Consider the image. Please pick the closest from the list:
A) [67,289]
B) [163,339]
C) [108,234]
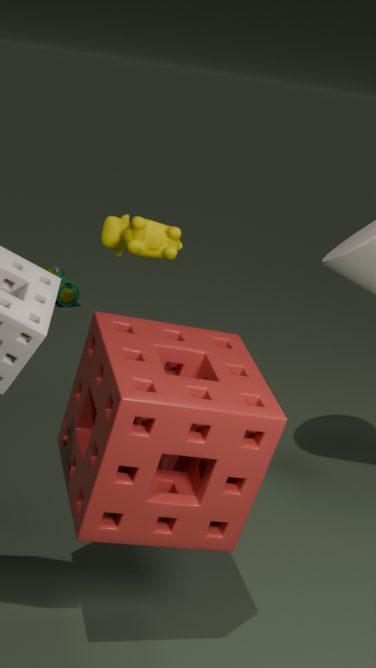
[163,339]
